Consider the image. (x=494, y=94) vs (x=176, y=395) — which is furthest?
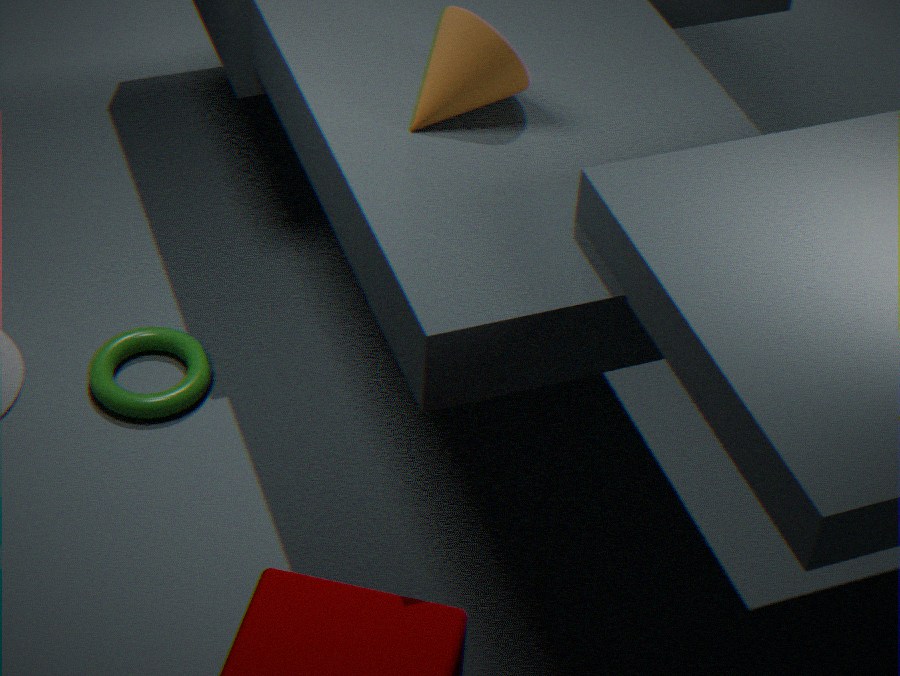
(x=176, y=395)
